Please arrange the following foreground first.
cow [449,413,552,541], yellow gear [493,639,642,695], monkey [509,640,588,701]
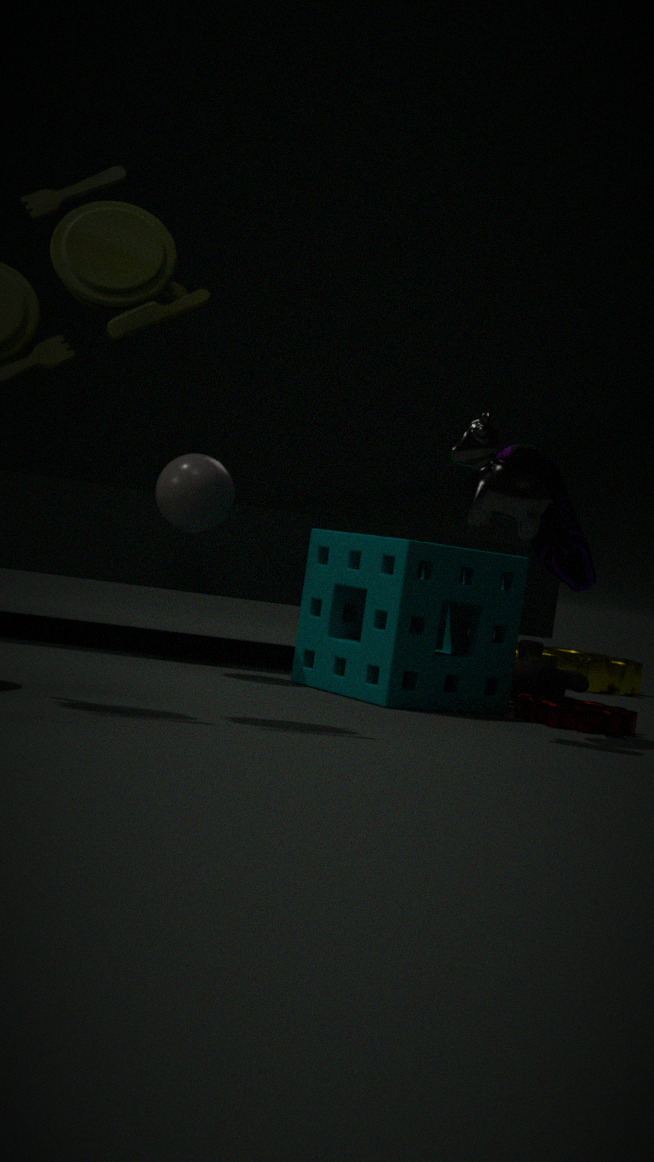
cow [449,413,552,541]
monkey [509,640,588,701]
yellow gear [493,639,642,695]
